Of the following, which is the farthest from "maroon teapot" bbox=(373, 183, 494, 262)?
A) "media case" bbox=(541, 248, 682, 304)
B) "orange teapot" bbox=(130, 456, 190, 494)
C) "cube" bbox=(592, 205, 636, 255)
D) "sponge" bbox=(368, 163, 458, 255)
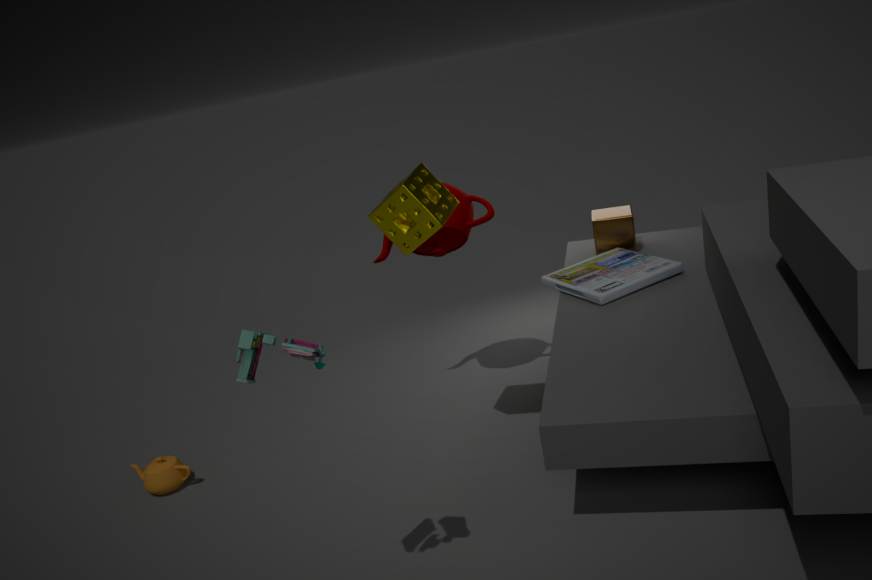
"orange teapot" bbox=(130, 456, 190, 494)
